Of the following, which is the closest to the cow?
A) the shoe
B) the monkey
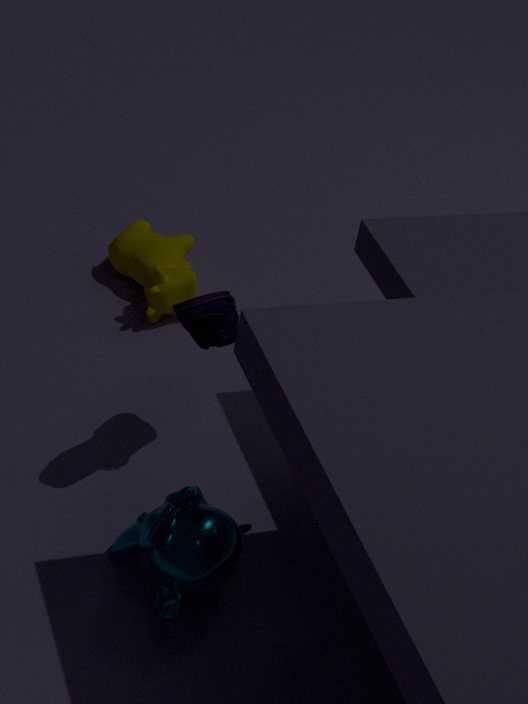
the shoe
